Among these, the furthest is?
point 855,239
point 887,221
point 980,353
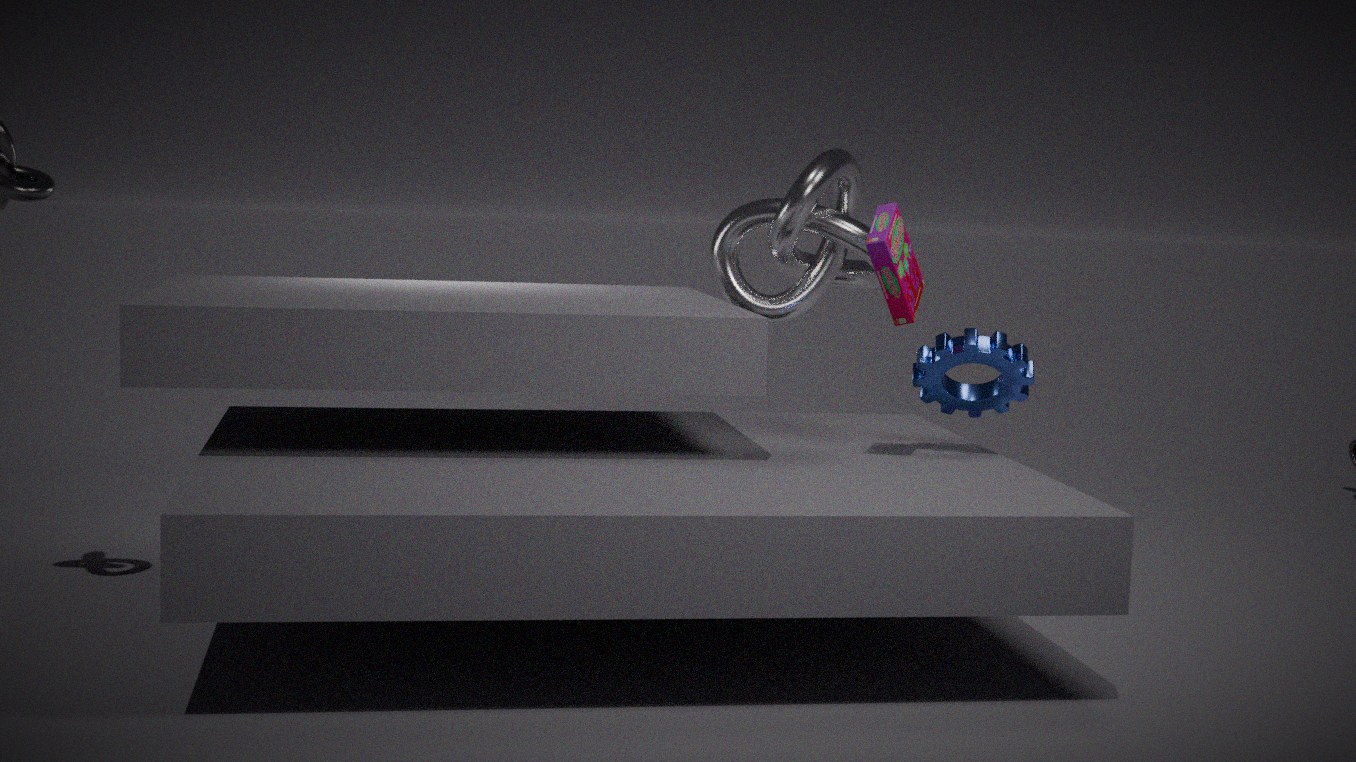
point 855,239
